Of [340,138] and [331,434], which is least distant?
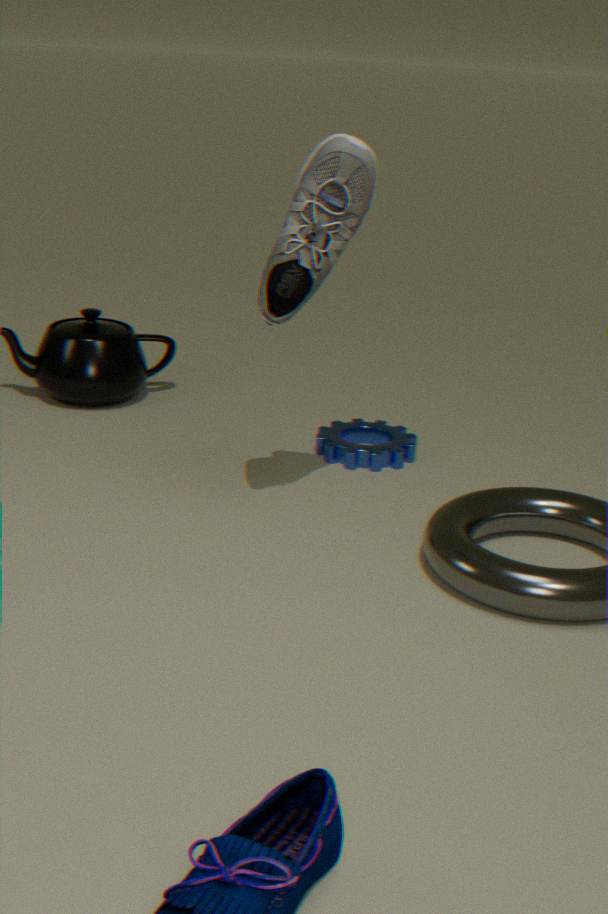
[340,138]
